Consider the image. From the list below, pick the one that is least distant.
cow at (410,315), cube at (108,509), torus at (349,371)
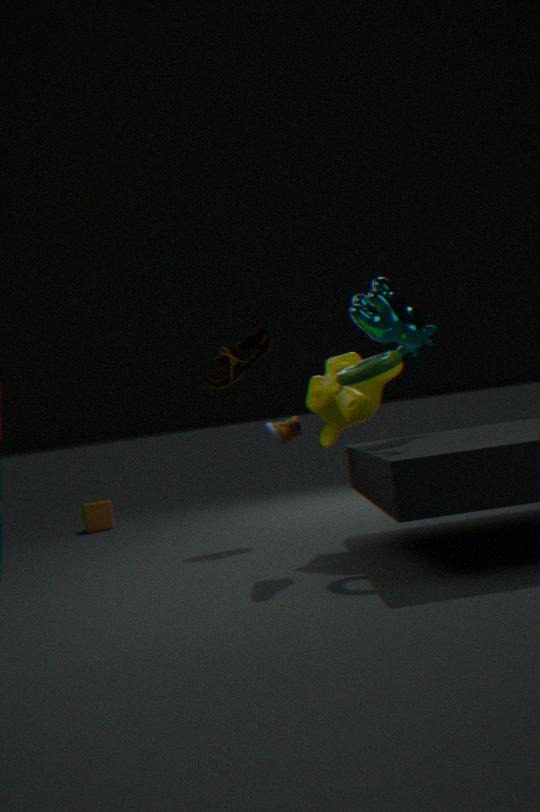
torus at (349,371)
